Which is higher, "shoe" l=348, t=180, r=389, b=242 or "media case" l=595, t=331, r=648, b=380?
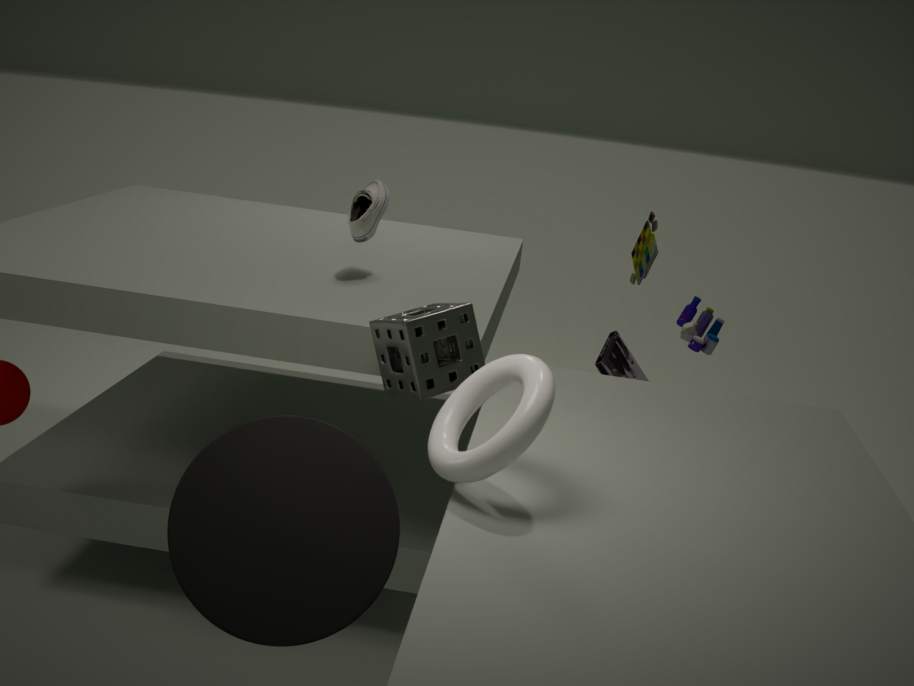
"shoe" l=348, t=180, r=389, b=242
